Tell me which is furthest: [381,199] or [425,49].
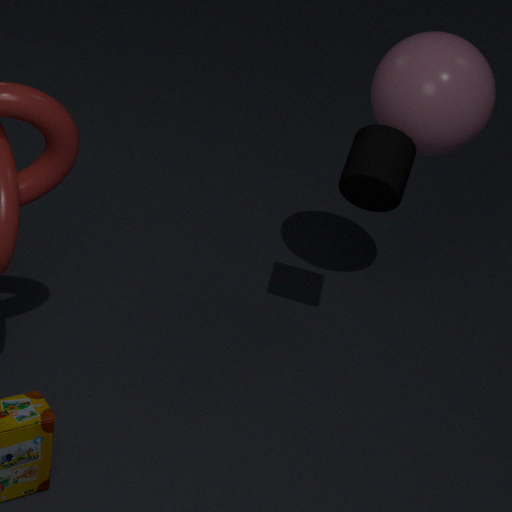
[425,49]
